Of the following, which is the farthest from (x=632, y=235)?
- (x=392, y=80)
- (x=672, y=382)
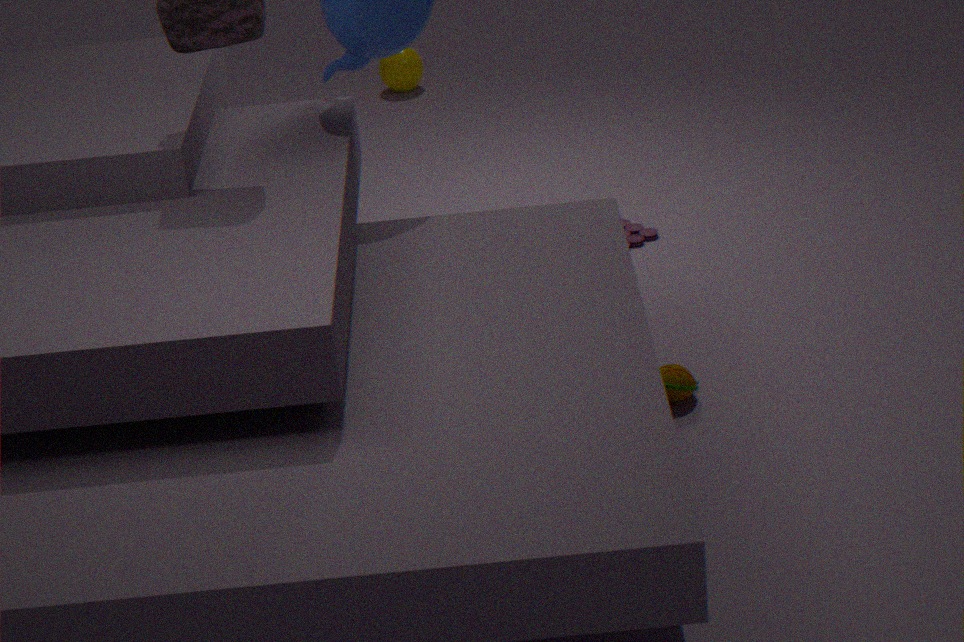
(x=392, y=80)
